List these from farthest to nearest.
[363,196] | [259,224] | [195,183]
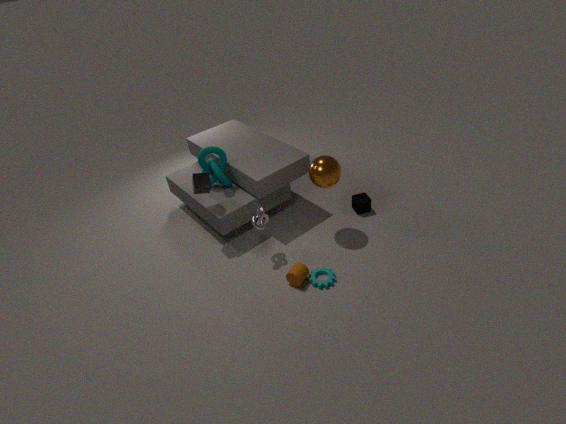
[363,196]
[195,183]
[259,224]
